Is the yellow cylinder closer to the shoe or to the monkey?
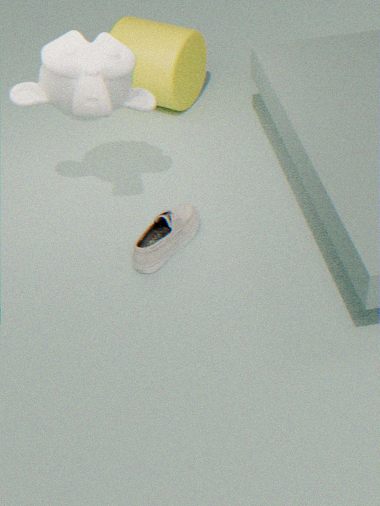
the monkey
